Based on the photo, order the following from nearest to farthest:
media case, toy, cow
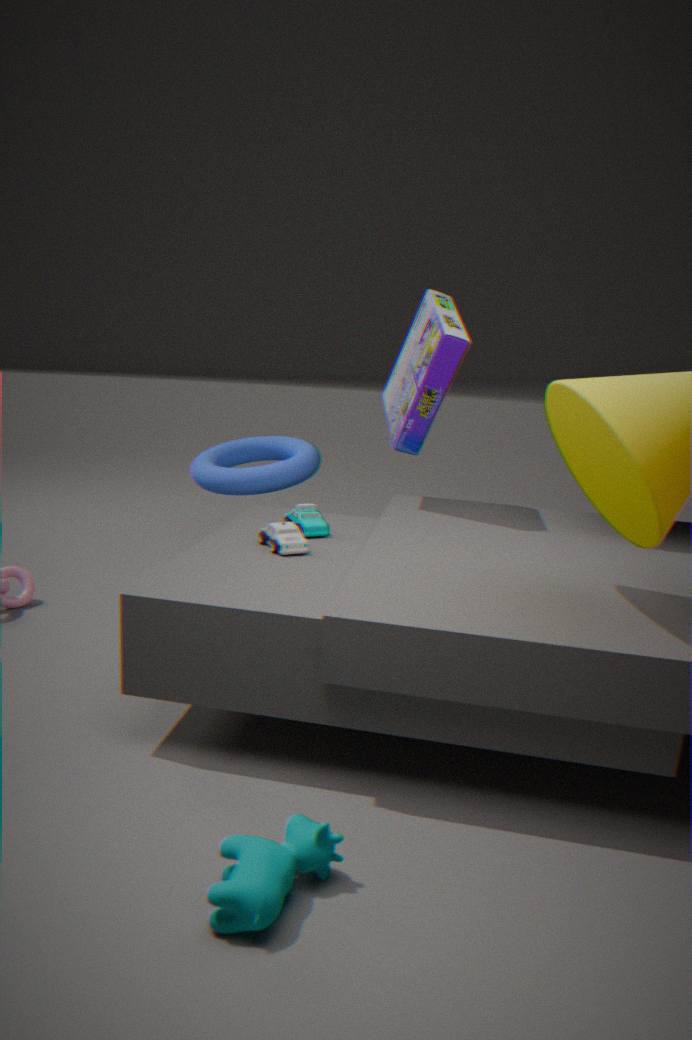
cow < toy < media case
